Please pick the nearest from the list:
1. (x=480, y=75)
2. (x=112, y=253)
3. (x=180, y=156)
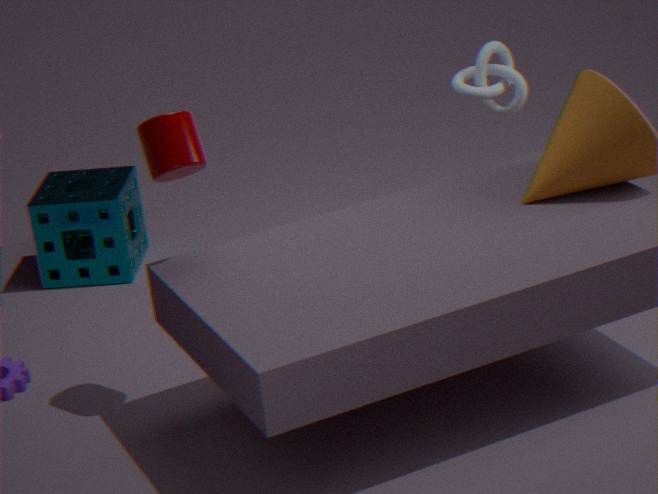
Answer: (x=180, y=156)
